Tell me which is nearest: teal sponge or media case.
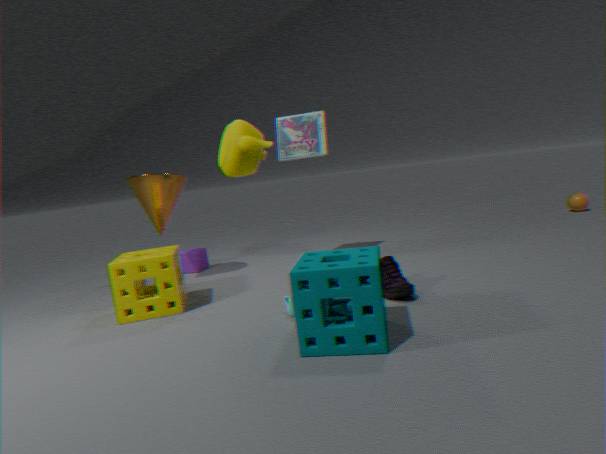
teal sponge
